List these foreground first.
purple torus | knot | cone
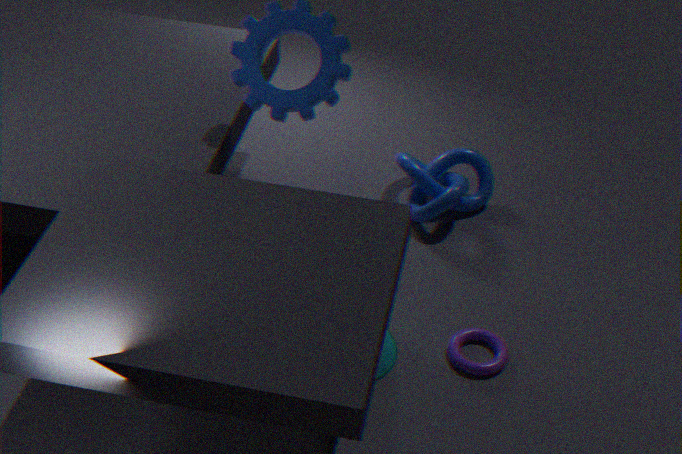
1. cone
2. purple torus
3. knot
